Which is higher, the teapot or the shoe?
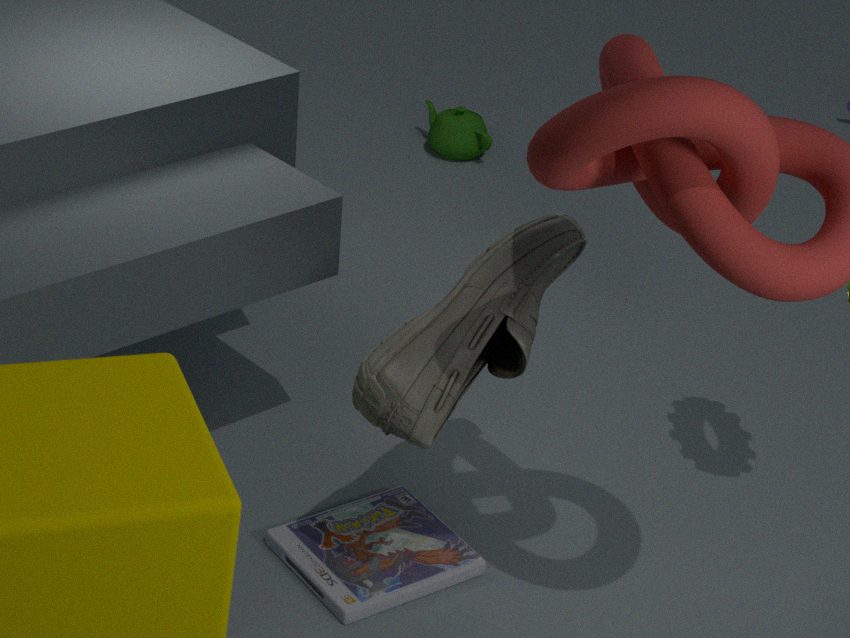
the shoe
